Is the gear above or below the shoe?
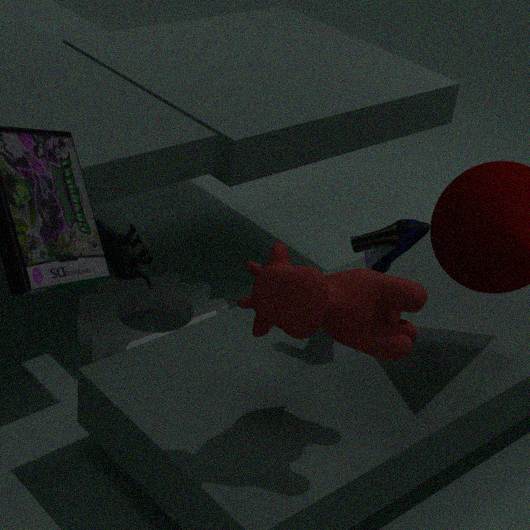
below
